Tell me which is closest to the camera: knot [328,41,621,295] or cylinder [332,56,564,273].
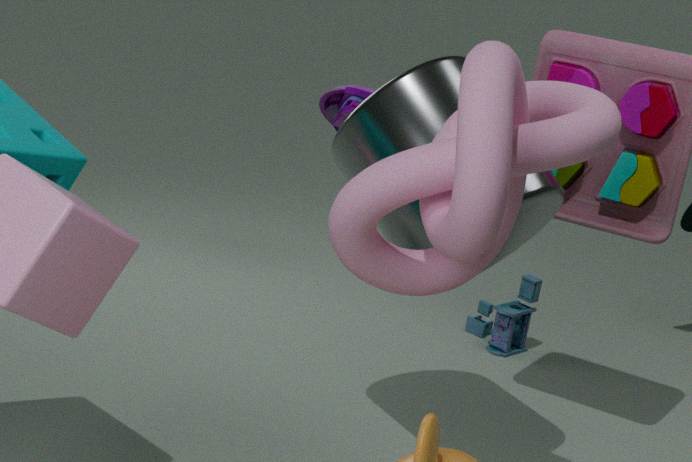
knot [328,41,621,295]
